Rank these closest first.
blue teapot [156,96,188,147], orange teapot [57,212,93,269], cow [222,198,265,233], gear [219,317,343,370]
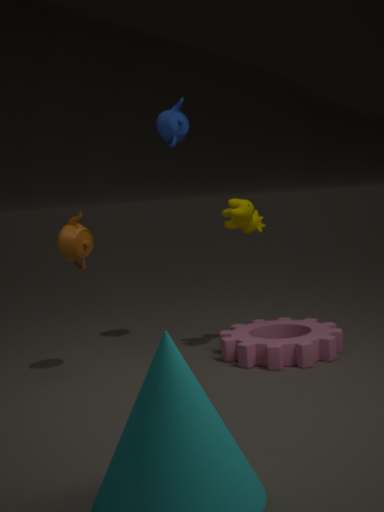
gear [219,317,343,370]
orange teapot [57,212,93,269]
cow [222,198,265,233]
blue teapot [156,96,188,147]
